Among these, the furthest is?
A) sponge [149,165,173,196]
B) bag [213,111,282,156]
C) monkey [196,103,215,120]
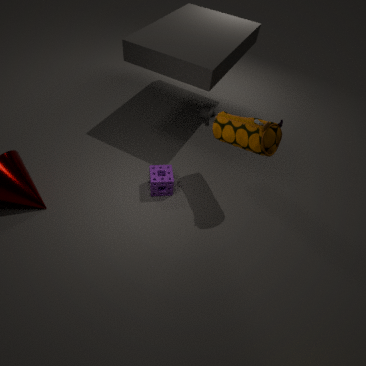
monkey [196,103,215,120]
